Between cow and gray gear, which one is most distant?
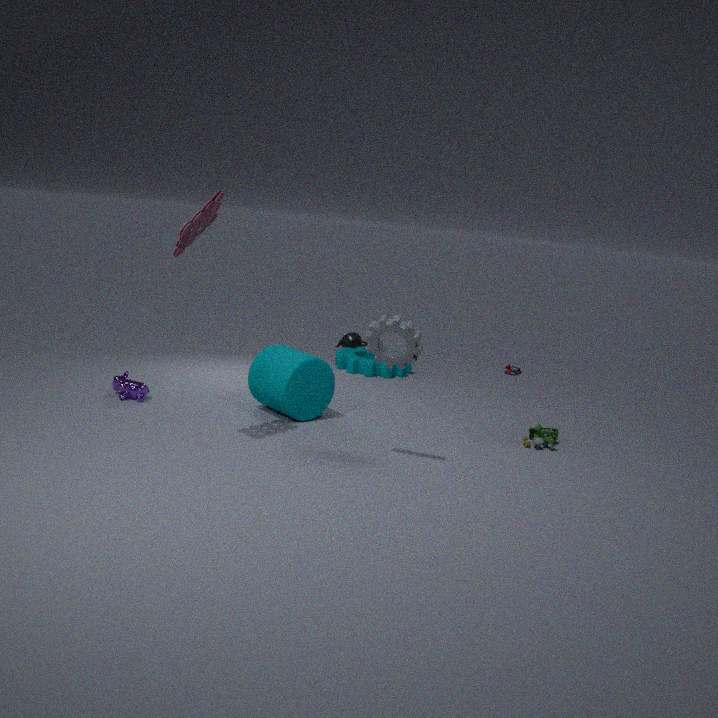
cow
